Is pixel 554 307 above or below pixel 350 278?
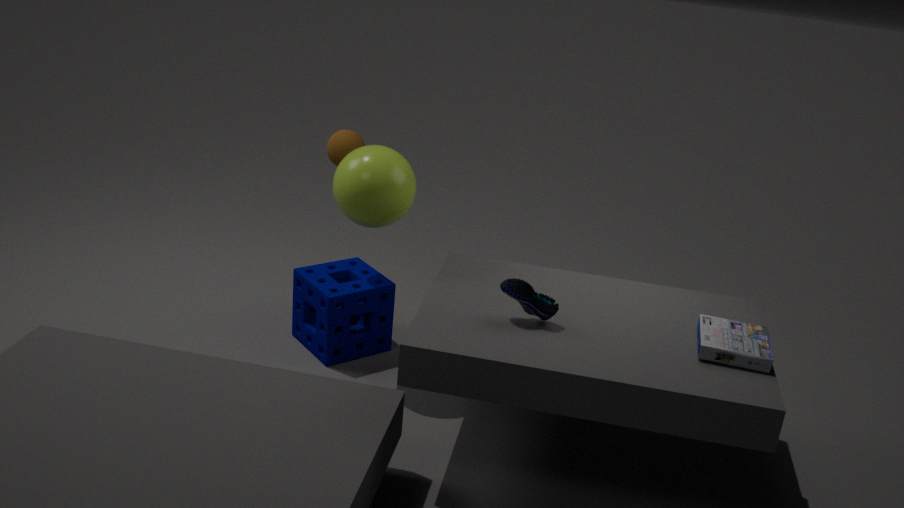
above
